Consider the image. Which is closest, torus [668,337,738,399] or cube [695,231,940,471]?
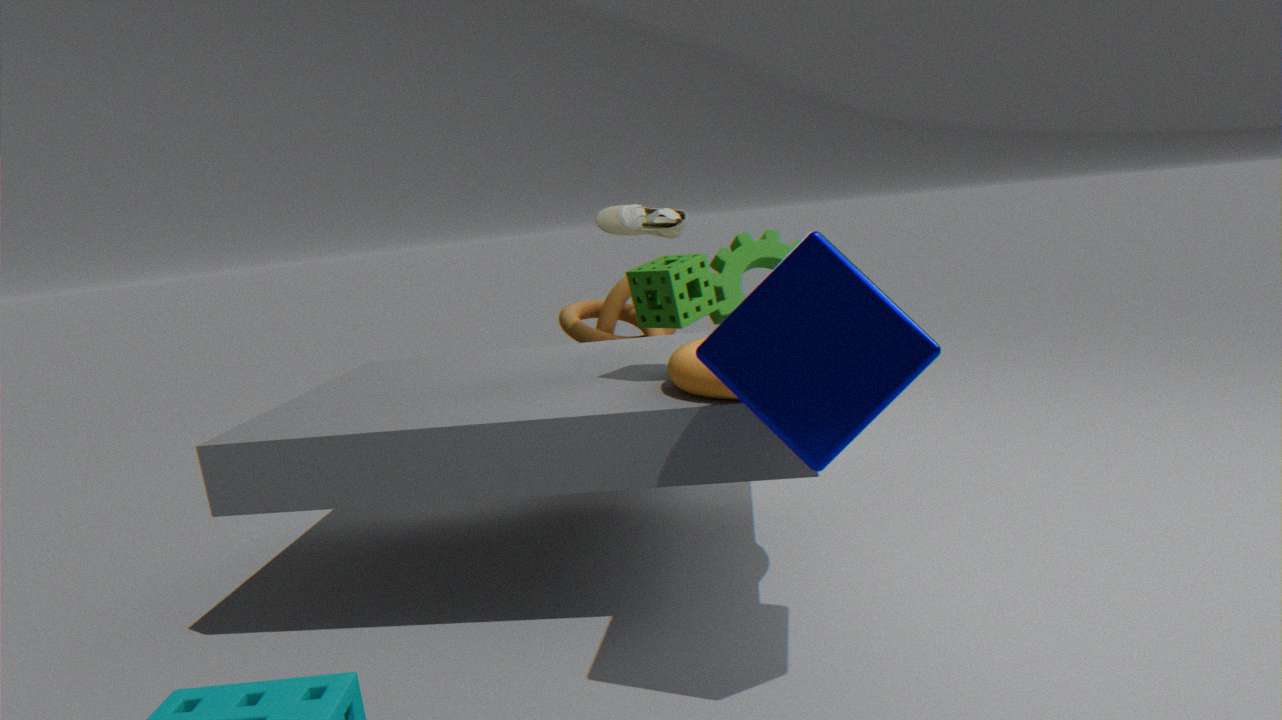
cube [695,231,940,471]
